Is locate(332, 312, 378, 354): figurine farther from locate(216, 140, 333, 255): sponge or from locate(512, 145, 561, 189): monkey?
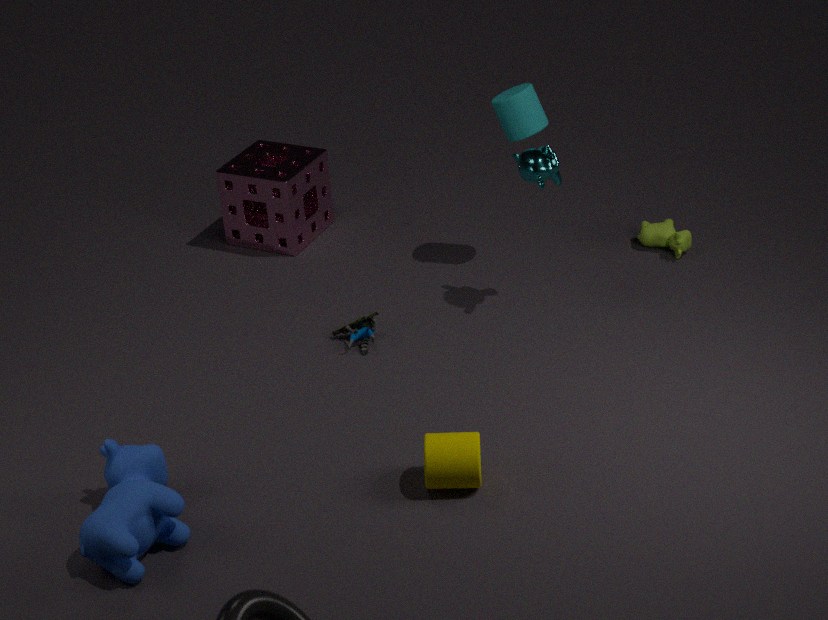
locate(512, 145, 561, 189): monkey
